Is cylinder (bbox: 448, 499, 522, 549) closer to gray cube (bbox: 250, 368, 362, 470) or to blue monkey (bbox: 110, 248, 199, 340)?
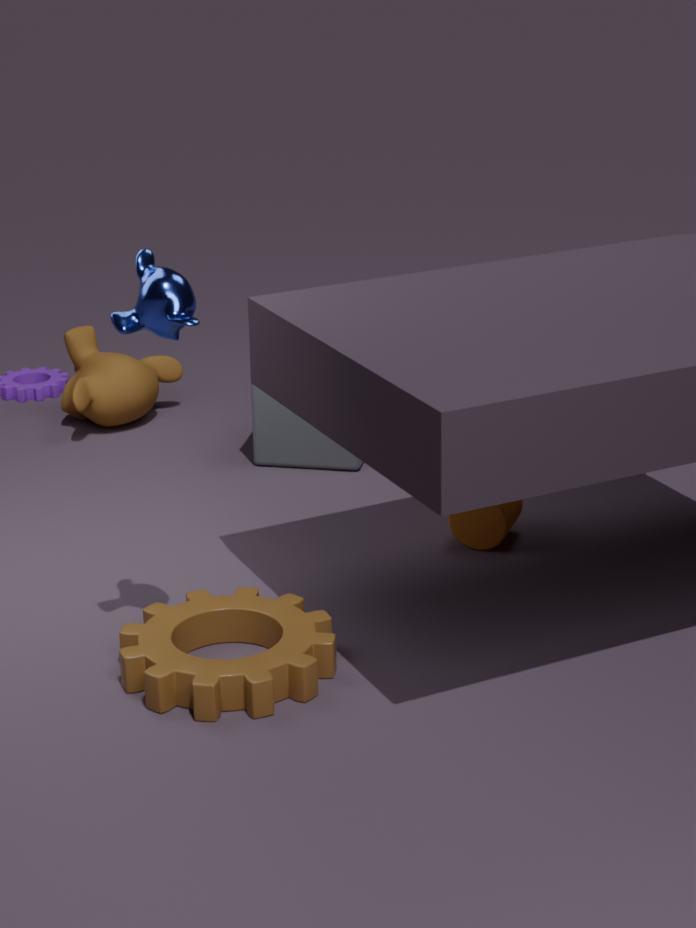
gray cube (bbox: 250, 368, 362, 470)
